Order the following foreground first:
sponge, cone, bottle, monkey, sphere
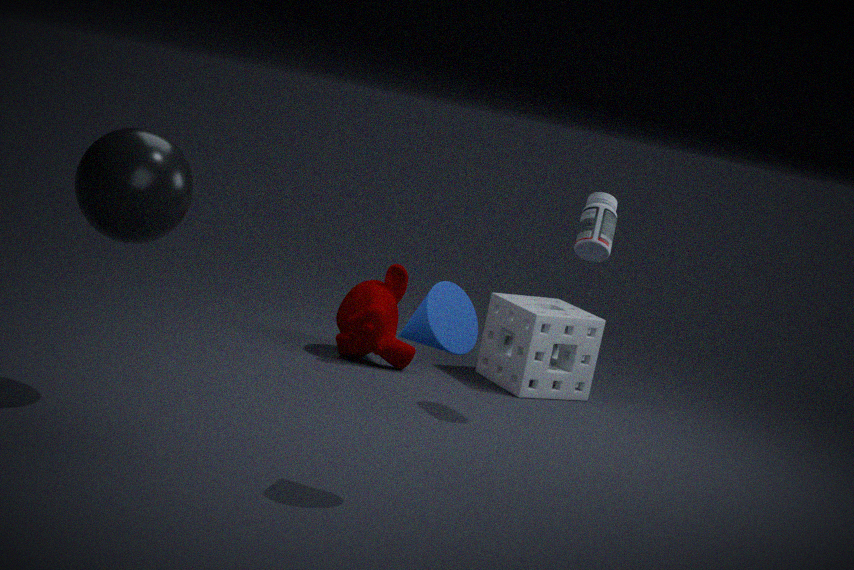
1. cone
2. sphere
3. bottle
4. monkey
5. sponge
